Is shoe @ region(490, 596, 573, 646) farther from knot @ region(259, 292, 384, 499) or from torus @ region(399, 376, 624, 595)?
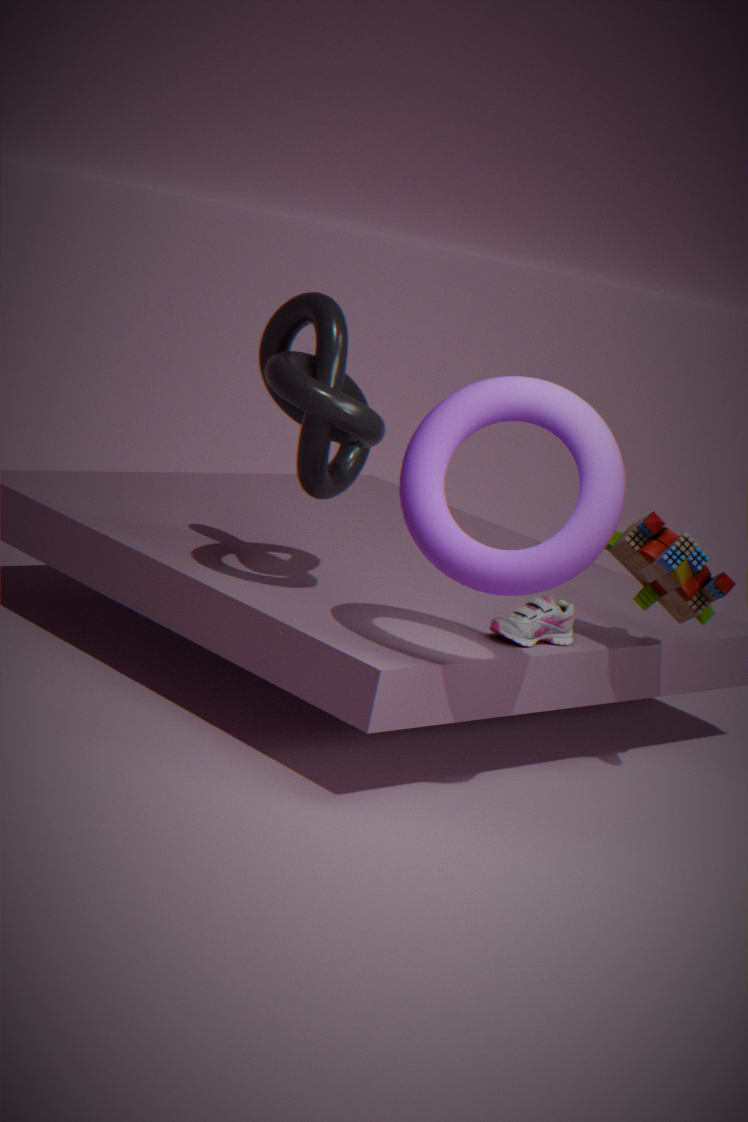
knot @ region(259, 292, 384, 499)
